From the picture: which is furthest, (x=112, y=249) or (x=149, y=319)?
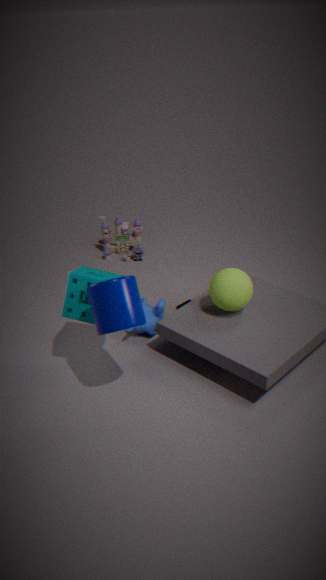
(x=112, y=249)
